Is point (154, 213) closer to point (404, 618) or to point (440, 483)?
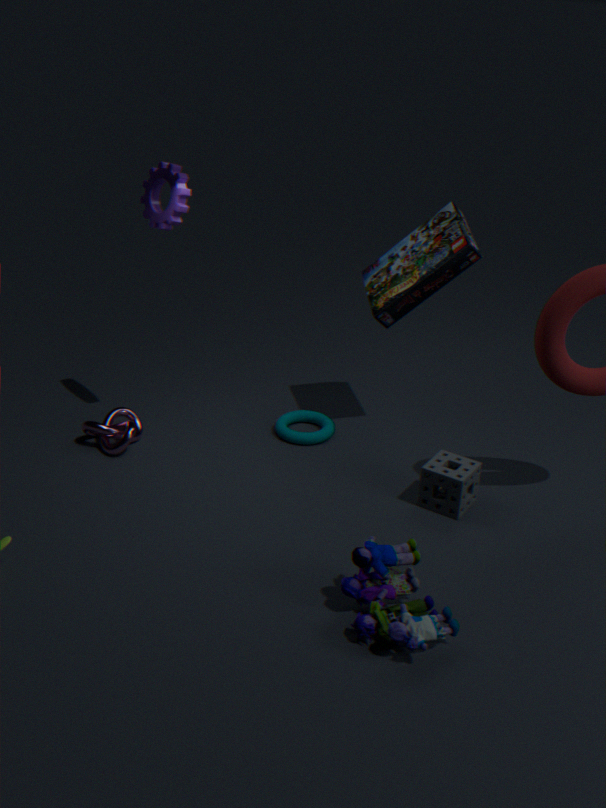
point (440, 483)
